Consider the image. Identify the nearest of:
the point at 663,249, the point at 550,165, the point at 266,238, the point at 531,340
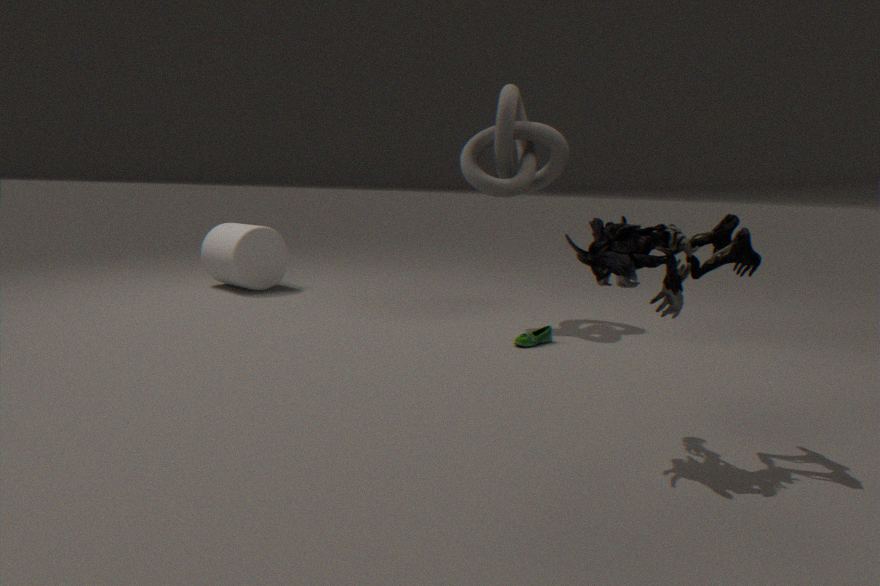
the point at 663,249
